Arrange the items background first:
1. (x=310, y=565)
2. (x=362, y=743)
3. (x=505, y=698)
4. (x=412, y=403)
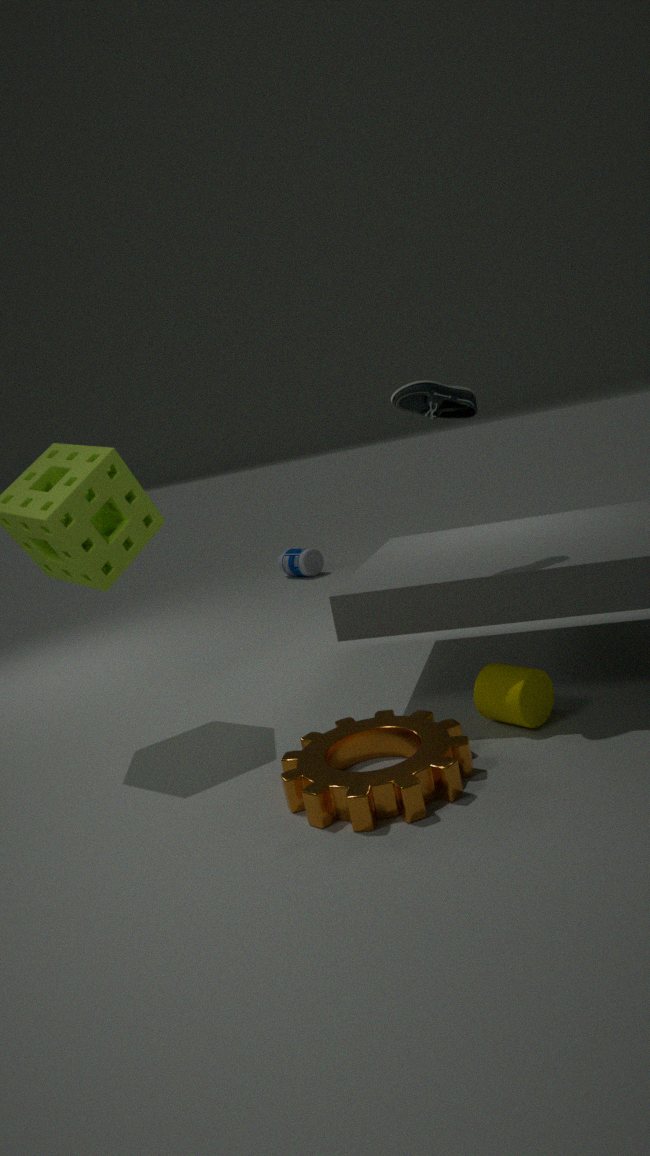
(x=310, y=565) < (x=362, y=743) < (x=412, y=403) < (x=505, y=698)
